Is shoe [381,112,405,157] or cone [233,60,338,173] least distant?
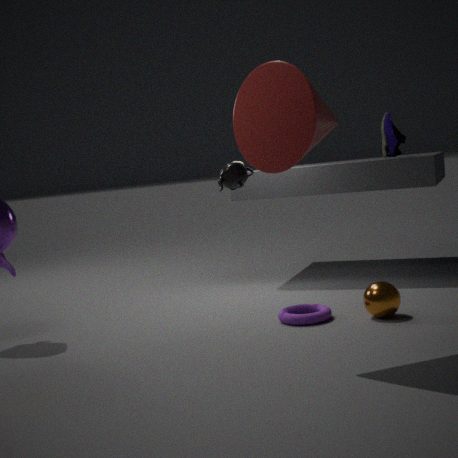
cone [233,60,338,173]
